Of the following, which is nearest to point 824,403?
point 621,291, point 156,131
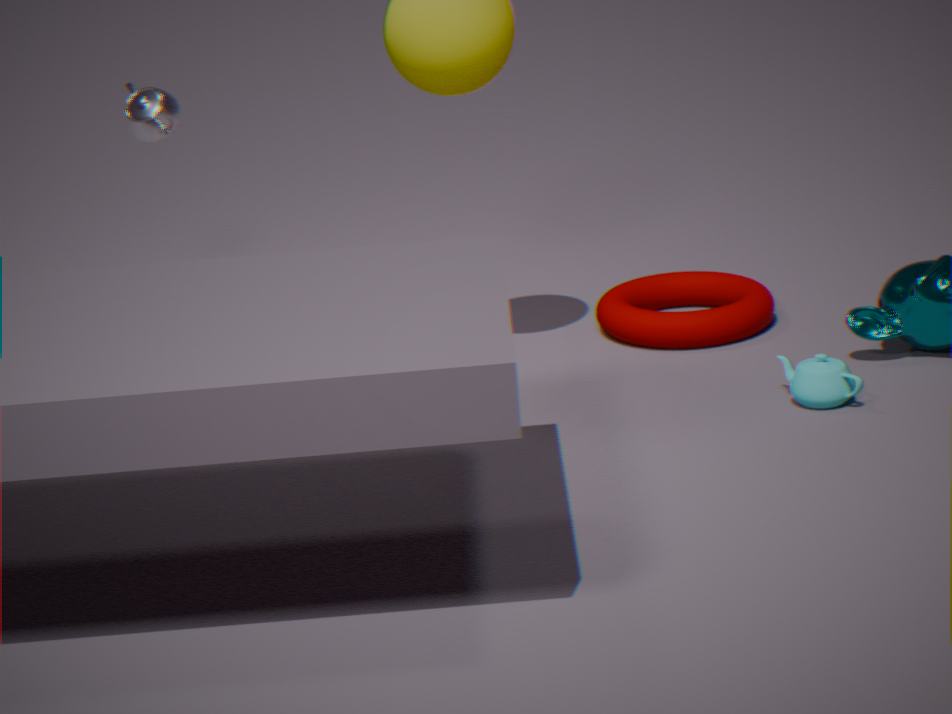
point 621,291
